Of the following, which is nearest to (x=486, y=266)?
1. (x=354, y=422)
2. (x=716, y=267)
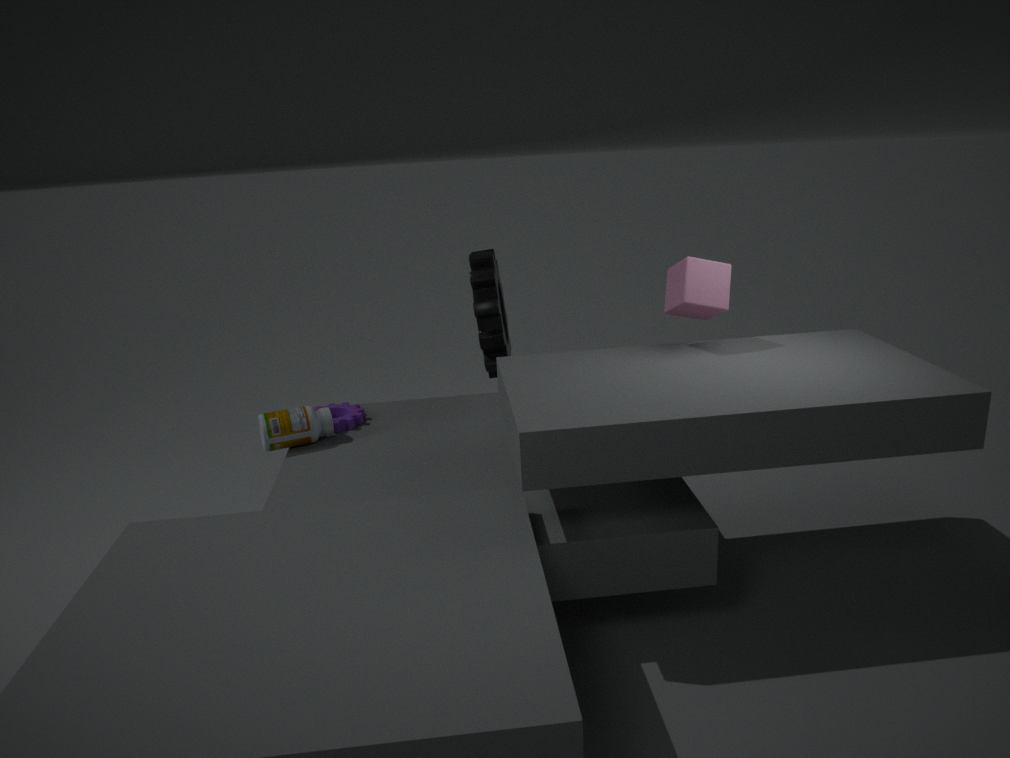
(x=354, y=422)
